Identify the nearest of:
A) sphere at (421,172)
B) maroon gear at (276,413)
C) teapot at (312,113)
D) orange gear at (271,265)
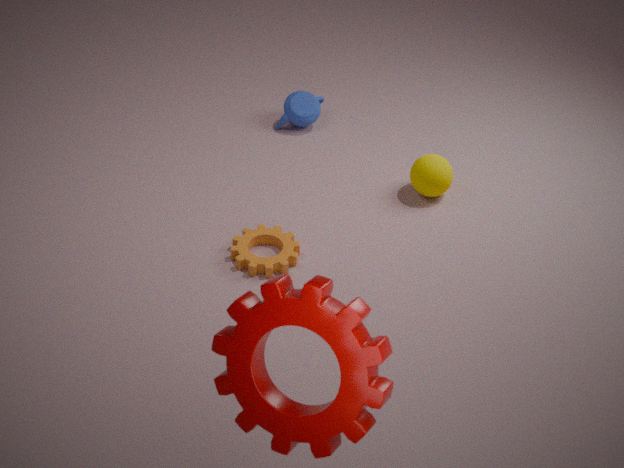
maroon gear at (276,413)
